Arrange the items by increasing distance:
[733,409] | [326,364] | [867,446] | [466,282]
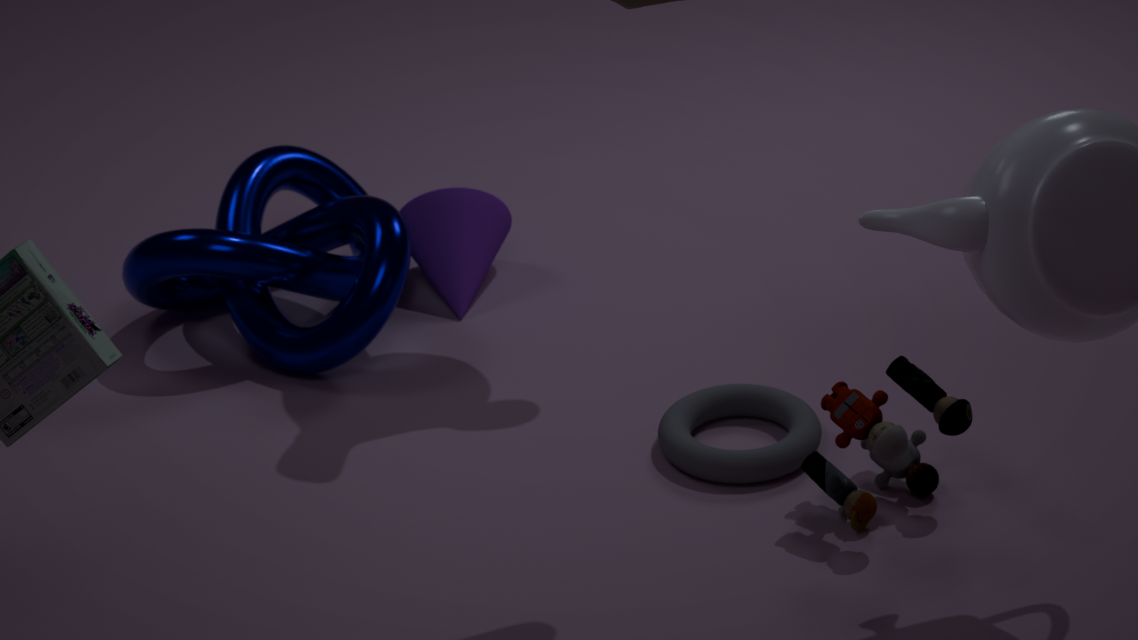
[867,446] → [733,409] → [326,364] → [466,282]
